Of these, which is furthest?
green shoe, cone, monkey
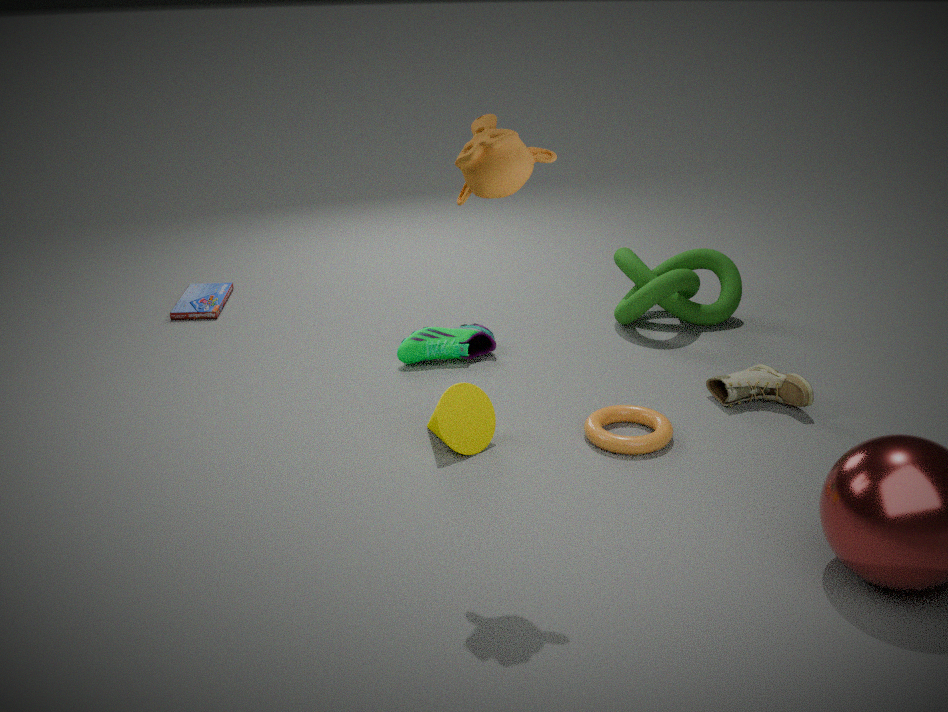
green shoe
